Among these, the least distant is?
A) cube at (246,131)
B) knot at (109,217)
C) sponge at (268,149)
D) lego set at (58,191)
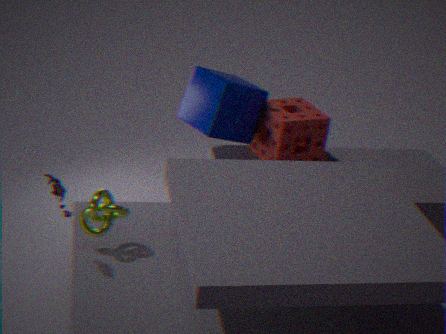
lego set at (58,191)
